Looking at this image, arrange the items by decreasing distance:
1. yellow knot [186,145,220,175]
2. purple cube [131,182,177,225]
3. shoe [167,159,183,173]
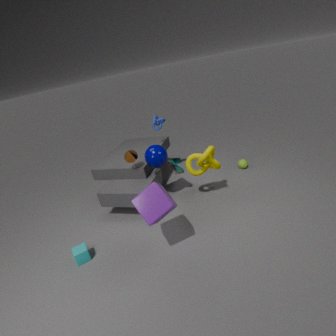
shoe [167,159,183,173]
yellow knot [186,145,220,175]
purple cube [131,182,177,225]
